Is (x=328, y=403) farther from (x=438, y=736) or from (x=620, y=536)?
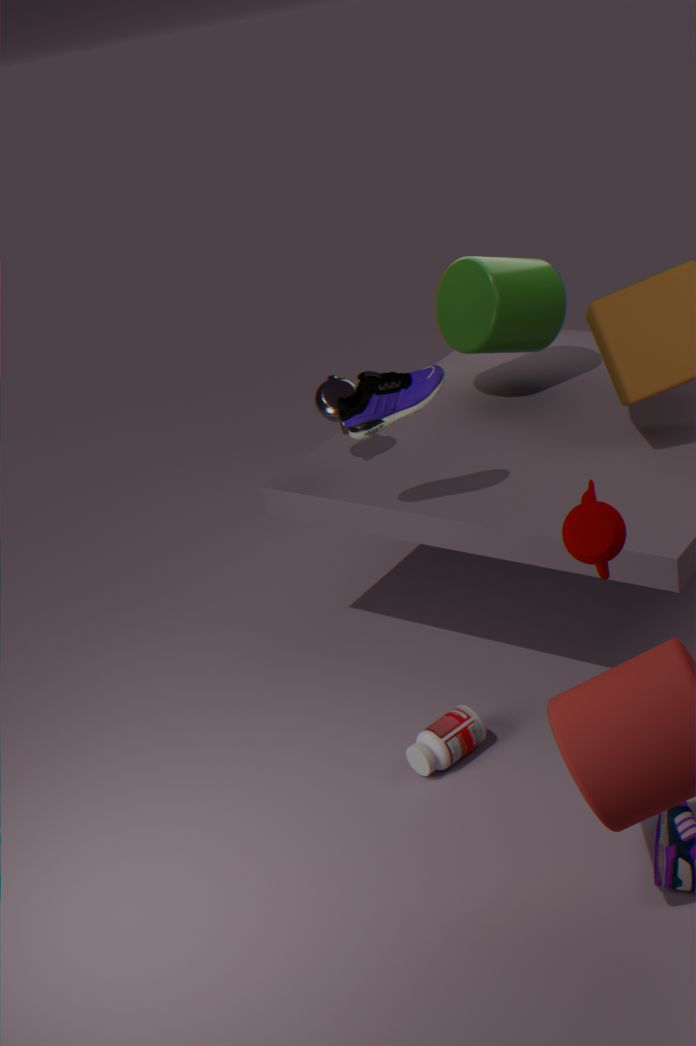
(x=620, y=536)
